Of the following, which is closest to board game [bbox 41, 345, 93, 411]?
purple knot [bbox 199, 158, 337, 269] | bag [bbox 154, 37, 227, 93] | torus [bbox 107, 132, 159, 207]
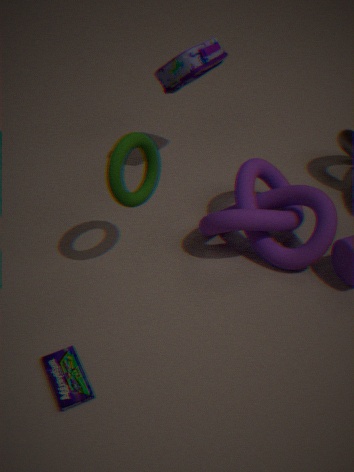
torus [bbox 107, 132, 159, 207]
